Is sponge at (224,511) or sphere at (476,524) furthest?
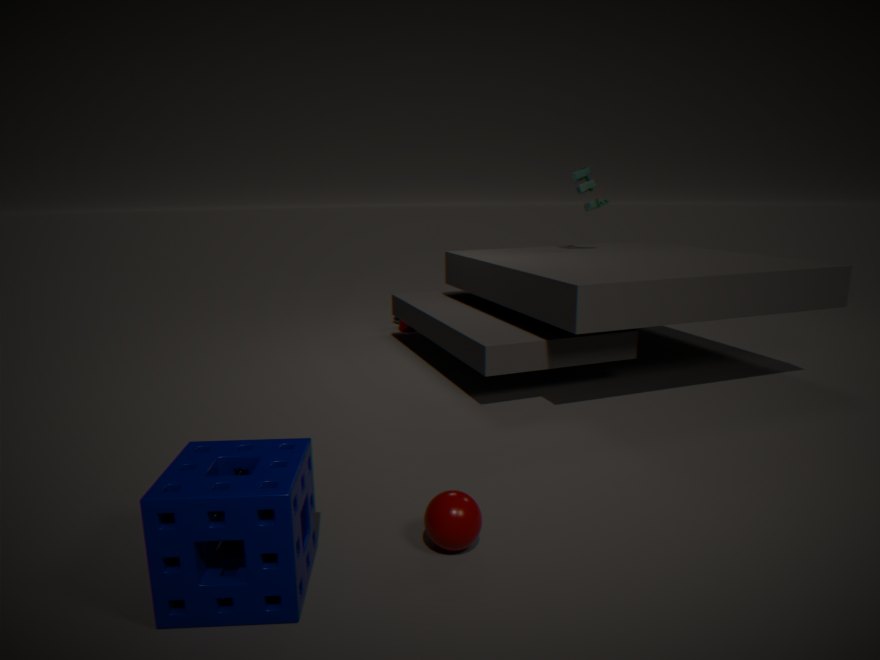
sphere at (476,524)
